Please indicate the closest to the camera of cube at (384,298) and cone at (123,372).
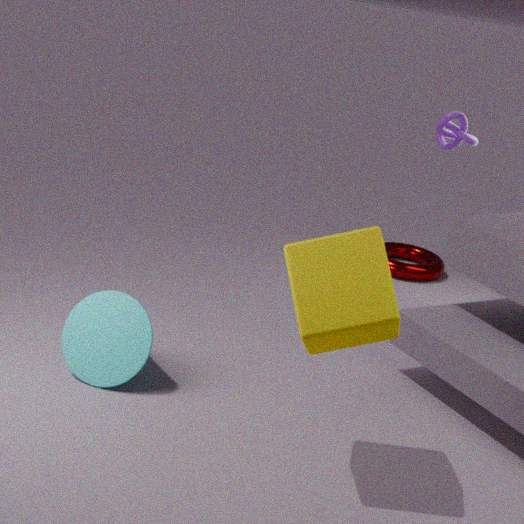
cube at (384,298)
